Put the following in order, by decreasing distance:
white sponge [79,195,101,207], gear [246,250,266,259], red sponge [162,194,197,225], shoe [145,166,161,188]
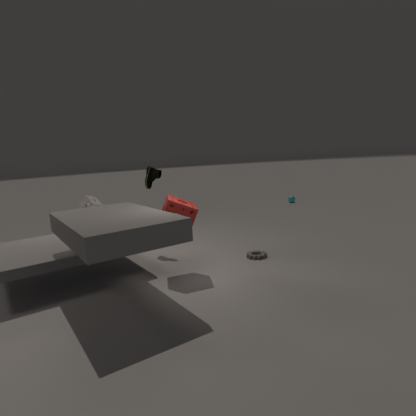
shoe [145,166,161,188]
white sponge [79,195,101,207]
gear [246,250,266,259]
red sponge [162,194,197,225]
